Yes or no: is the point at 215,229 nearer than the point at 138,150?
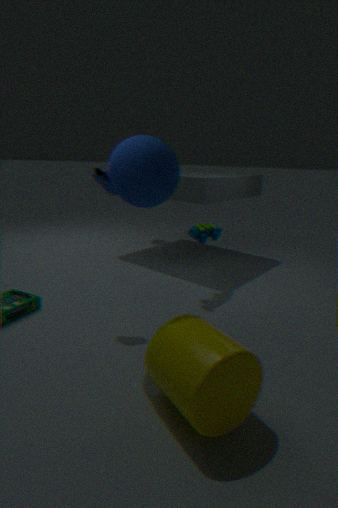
No
